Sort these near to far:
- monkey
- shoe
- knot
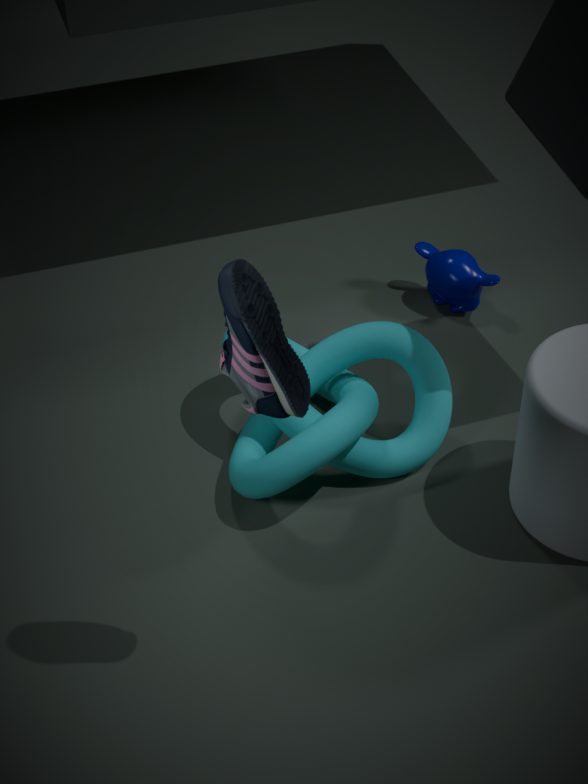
shoe
knot
monkey
